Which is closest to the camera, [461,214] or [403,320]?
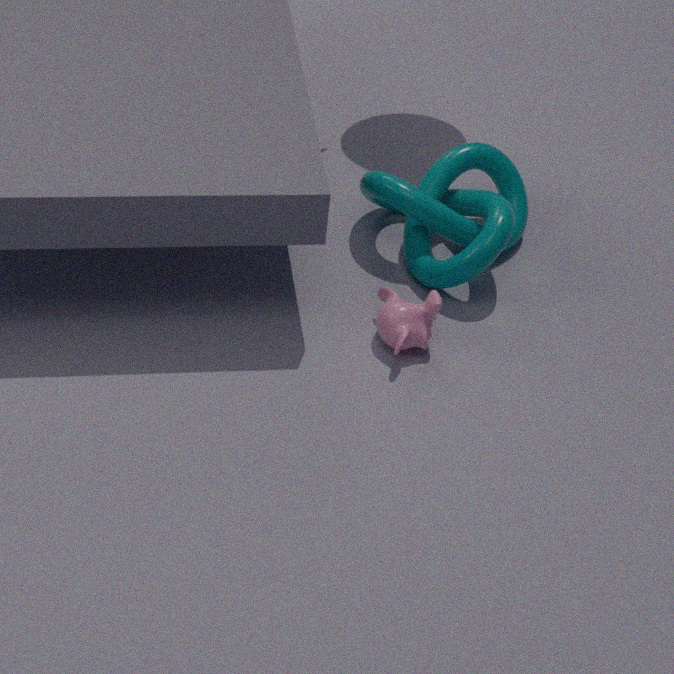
[403,320]
